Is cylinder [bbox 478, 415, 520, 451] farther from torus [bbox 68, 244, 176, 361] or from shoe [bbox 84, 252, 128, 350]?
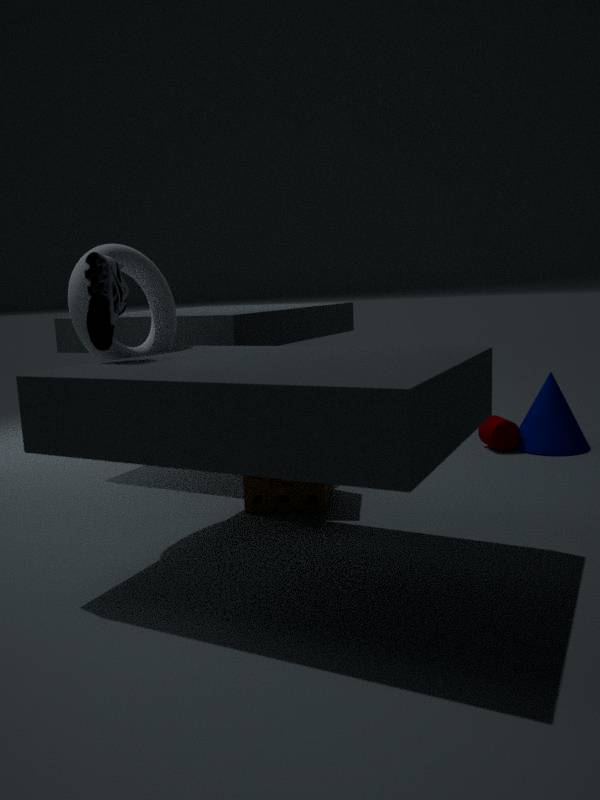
shoe [bbox 84, 252, 128, 350]
